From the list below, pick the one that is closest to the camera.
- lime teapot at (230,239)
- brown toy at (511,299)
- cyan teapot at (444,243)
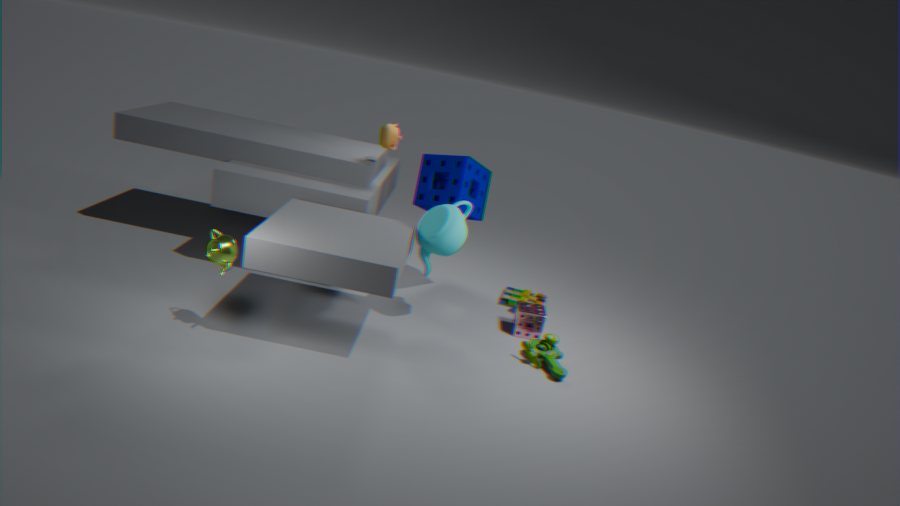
lime teapot at (230,239)
